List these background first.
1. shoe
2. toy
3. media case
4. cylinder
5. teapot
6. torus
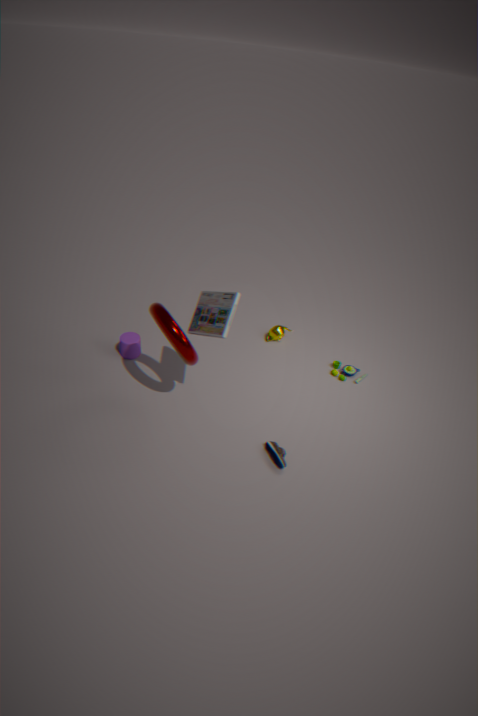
1. teapot
2. toy
3. cylinder
4. shoe
5. media case
6. torus
